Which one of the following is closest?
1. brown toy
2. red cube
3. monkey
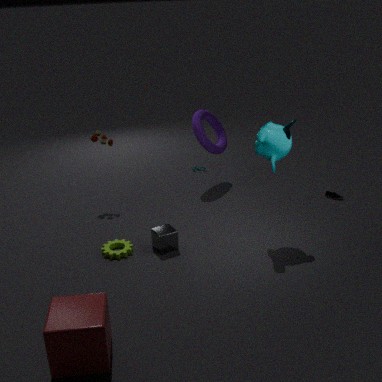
red cube
